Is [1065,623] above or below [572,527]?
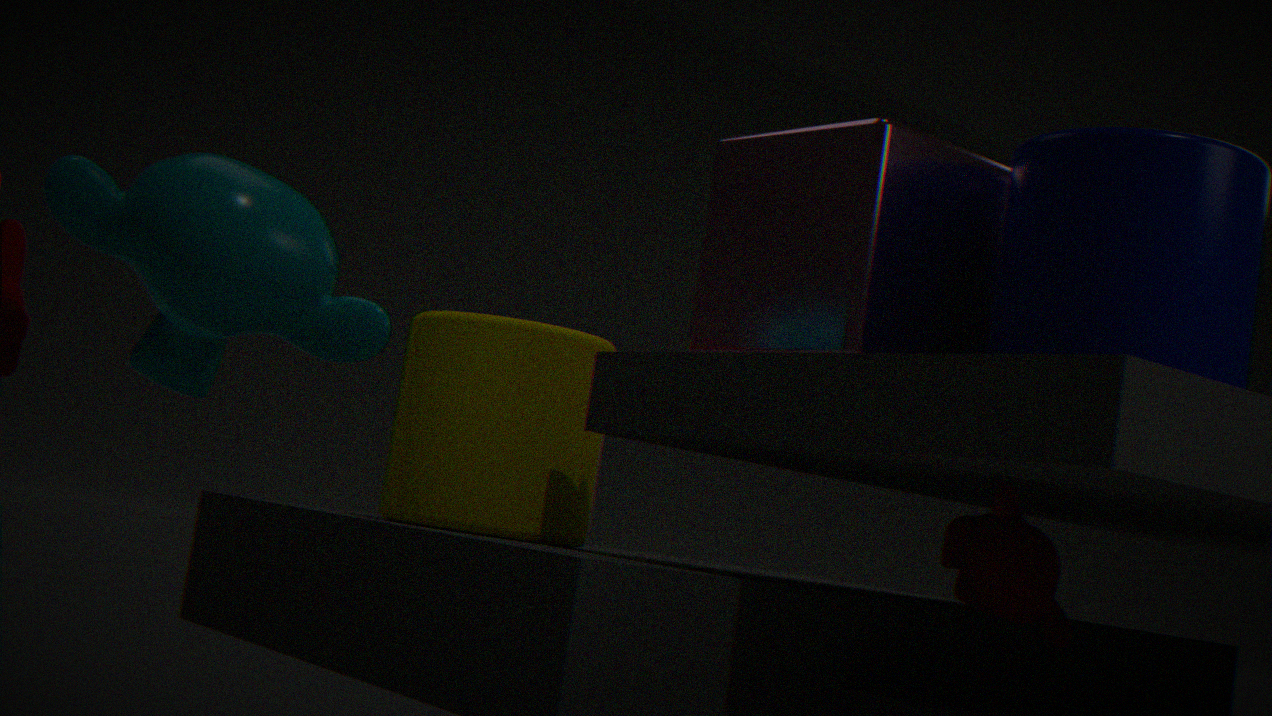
below
